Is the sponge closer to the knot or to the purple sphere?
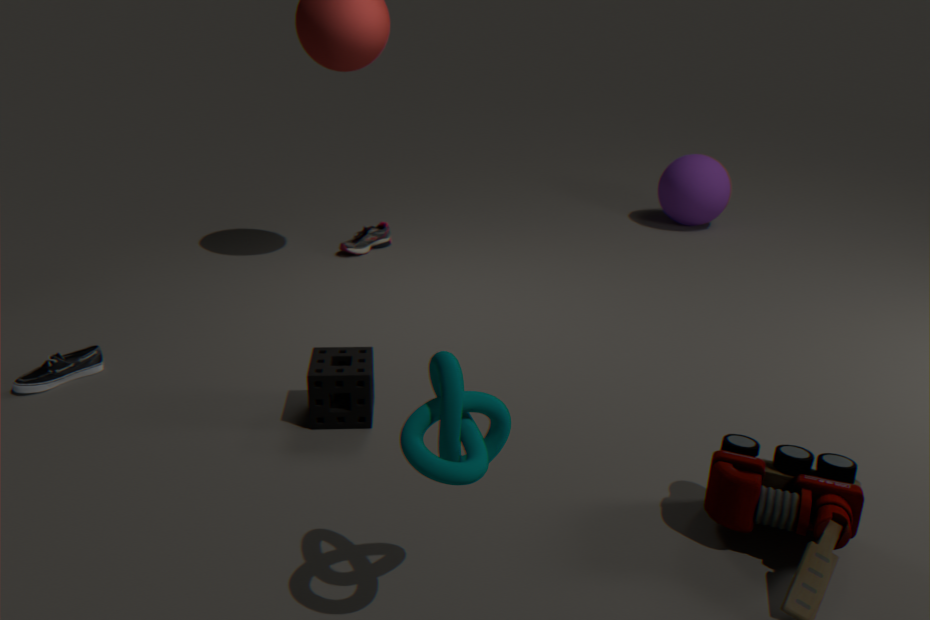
the knot
